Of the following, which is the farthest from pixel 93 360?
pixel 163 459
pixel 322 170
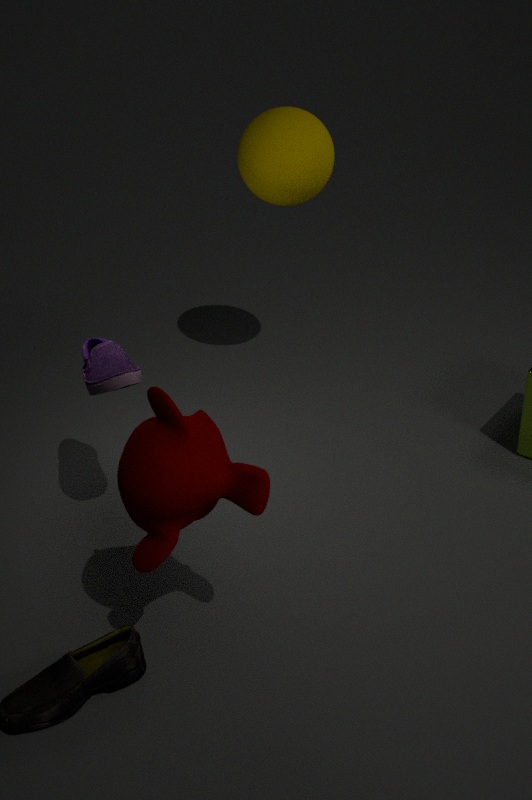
pixel 322 170
